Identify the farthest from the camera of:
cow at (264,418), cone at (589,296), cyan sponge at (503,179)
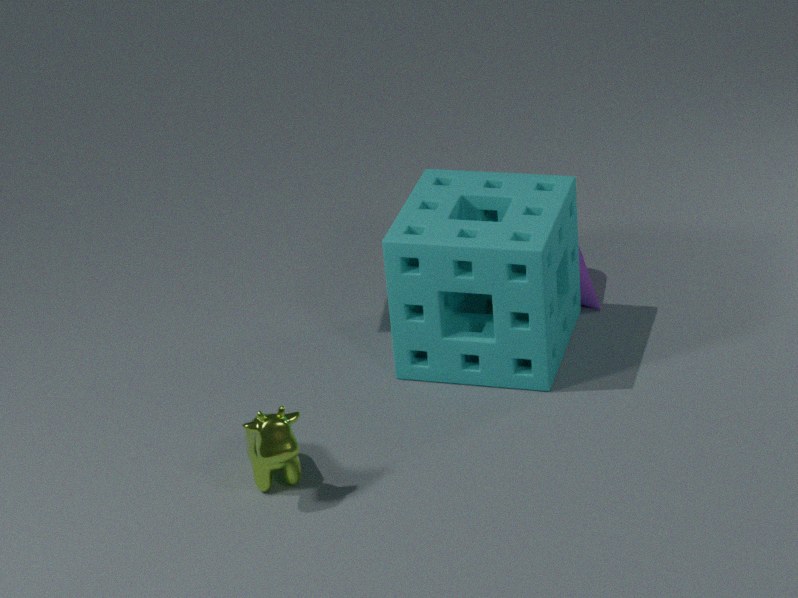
cone at (589,296)
